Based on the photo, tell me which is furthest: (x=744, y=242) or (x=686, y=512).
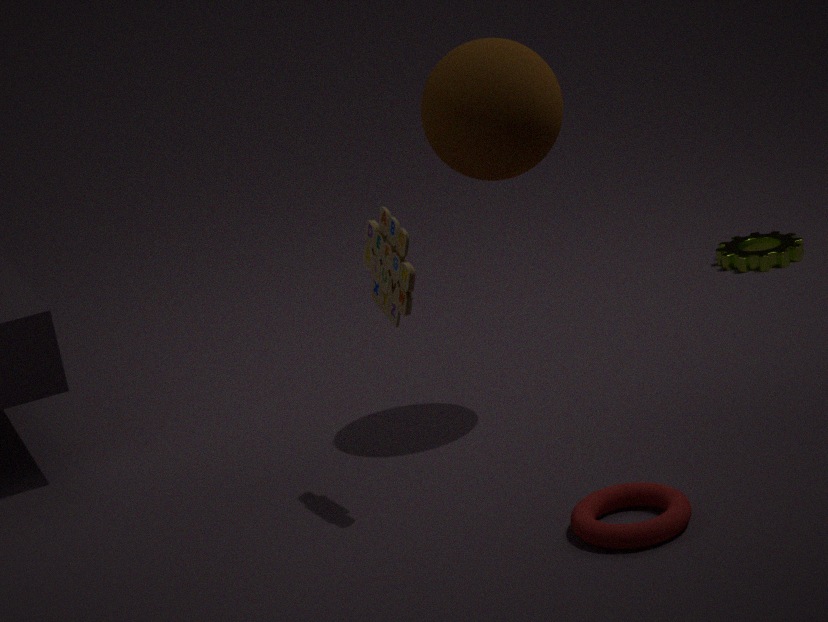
(x=744, y=242)
